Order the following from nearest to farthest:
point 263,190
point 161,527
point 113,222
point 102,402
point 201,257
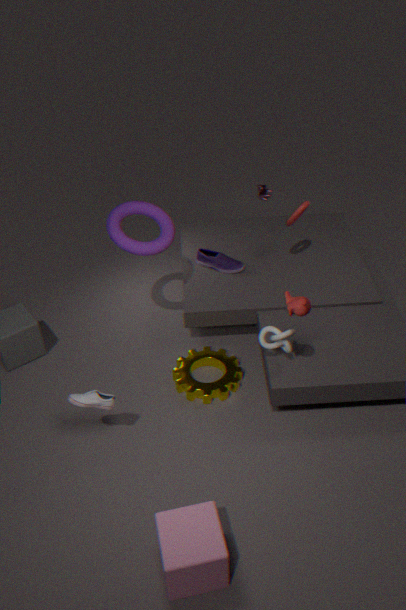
point 161,527 → point 102,402 → point 113,222 → point 201,257 → point 263,190
